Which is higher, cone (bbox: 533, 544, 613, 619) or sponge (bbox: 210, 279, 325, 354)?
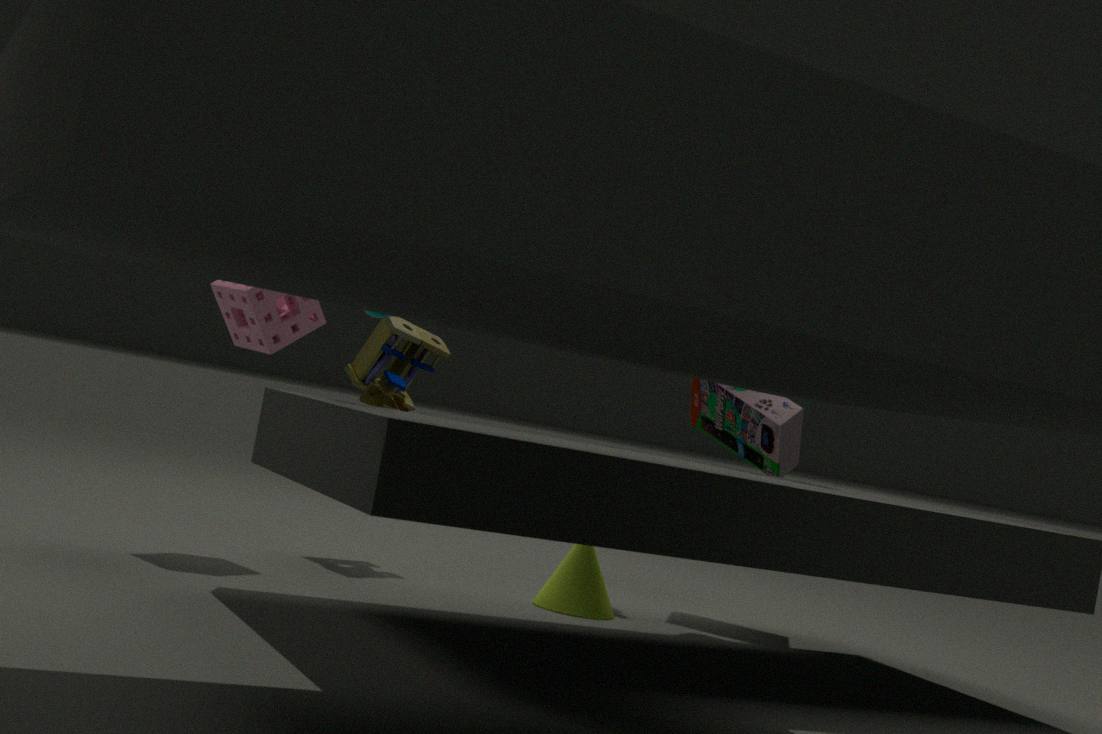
sponge (bbox: 210, 279, 325, 354)
